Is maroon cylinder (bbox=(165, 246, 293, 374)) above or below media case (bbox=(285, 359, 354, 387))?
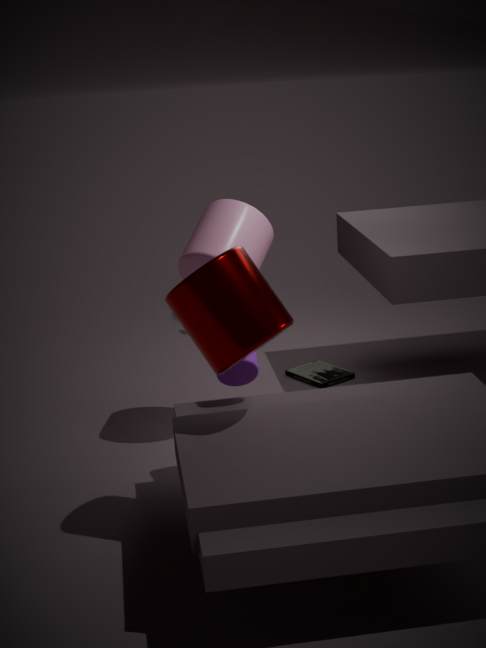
above
